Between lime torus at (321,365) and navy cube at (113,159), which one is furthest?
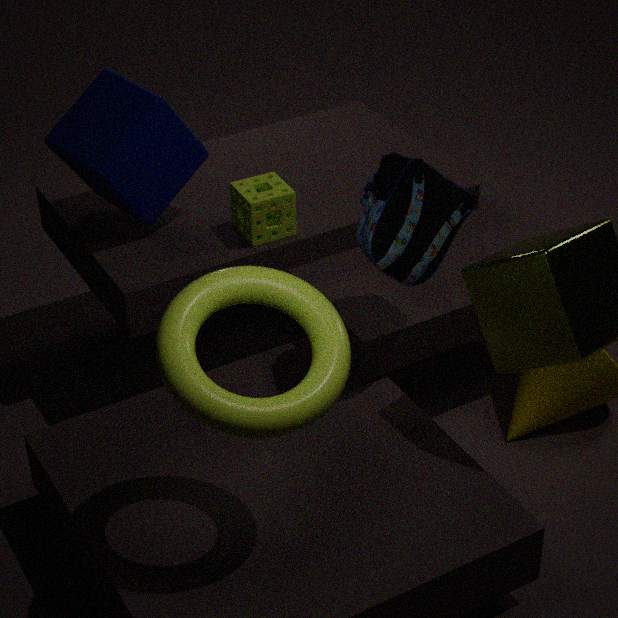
navy cube at (113,159)
